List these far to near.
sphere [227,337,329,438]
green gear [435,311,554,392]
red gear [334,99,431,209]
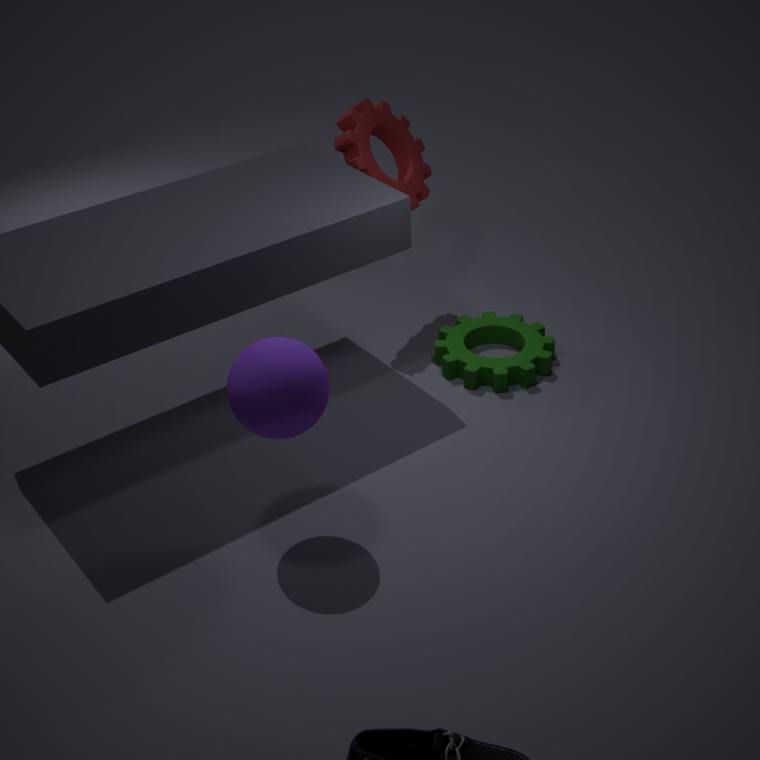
red gear [334,99,431,209] < green gear [435,311,554,392] < sphere [227,337,329,438]
